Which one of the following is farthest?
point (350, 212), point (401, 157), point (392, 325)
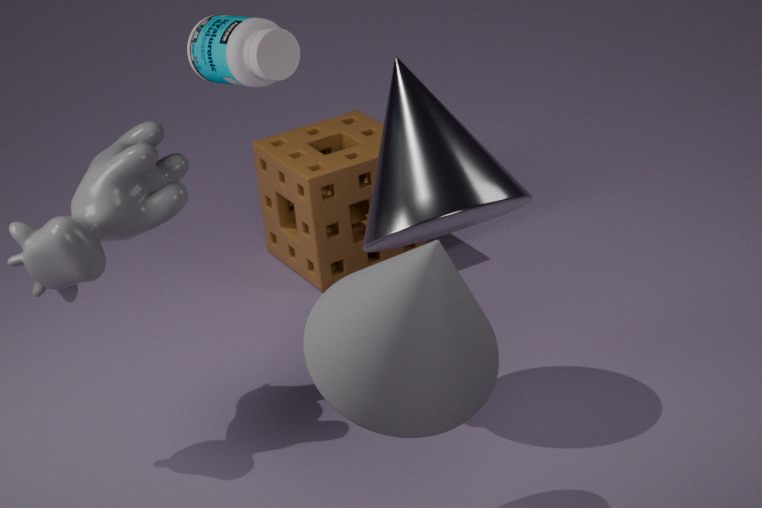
point (350, 212)
